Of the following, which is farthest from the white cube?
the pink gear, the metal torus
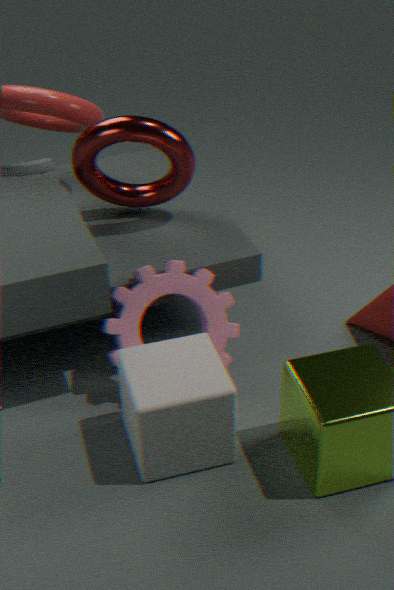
the metal torus
